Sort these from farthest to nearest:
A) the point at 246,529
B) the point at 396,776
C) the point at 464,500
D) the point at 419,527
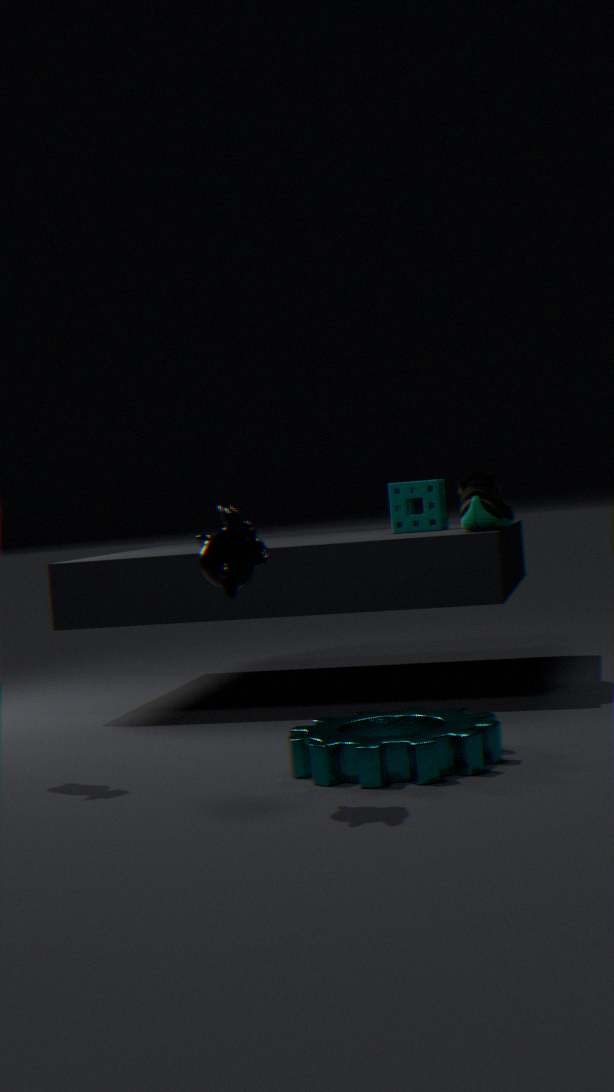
the point at 419,527 → the point at 464,500 → the point at 396,776 → the point at 246,529
